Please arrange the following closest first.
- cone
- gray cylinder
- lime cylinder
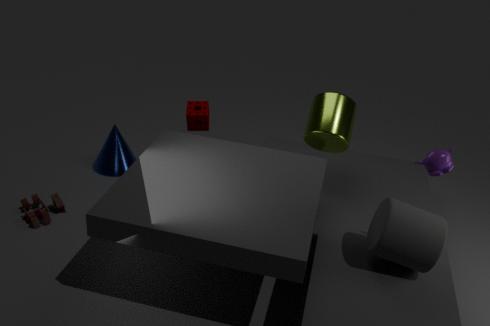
gray cylinder < lime cylinder < cone
